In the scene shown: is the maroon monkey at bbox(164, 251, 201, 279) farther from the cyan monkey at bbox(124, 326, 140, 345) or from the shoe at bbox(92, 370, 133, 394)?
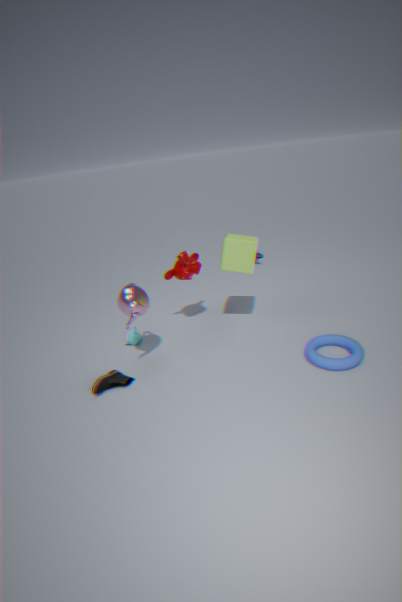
Result: the shoe at bbox(92, 370, 133, 394)
